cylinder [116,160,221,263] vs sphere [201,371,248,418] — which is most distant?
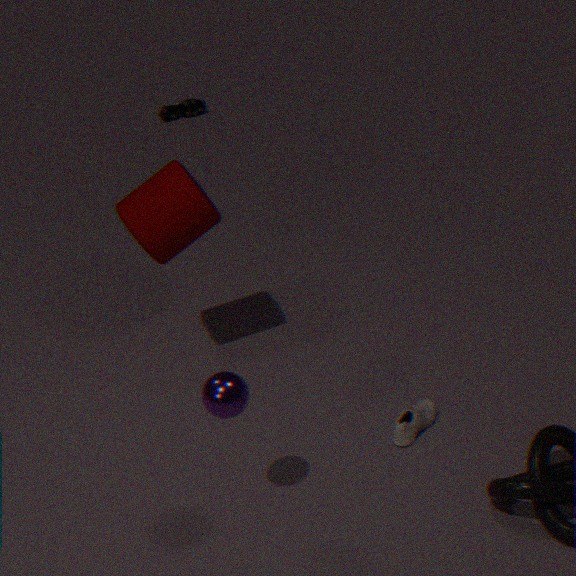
cylinder [116,160,221,263]
